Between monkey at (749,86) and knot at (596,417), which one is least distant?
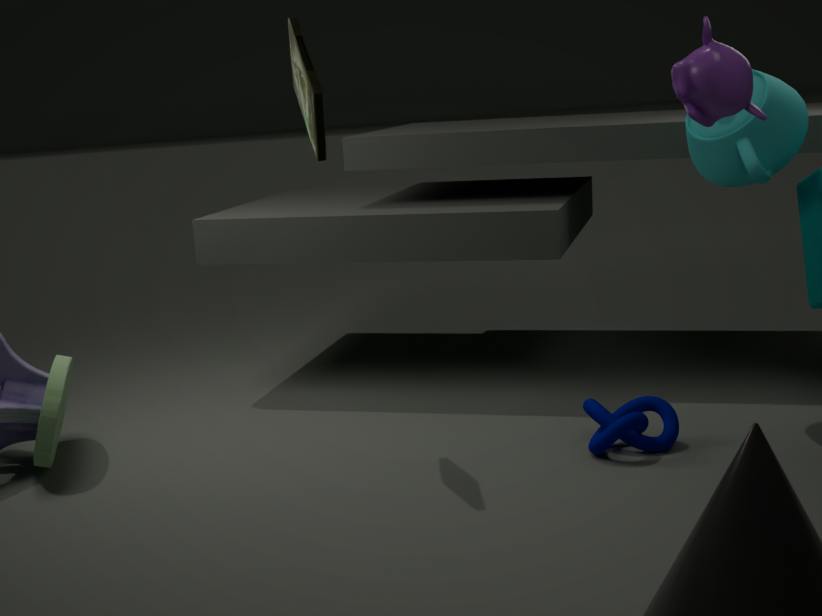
monkey at (749,86)
